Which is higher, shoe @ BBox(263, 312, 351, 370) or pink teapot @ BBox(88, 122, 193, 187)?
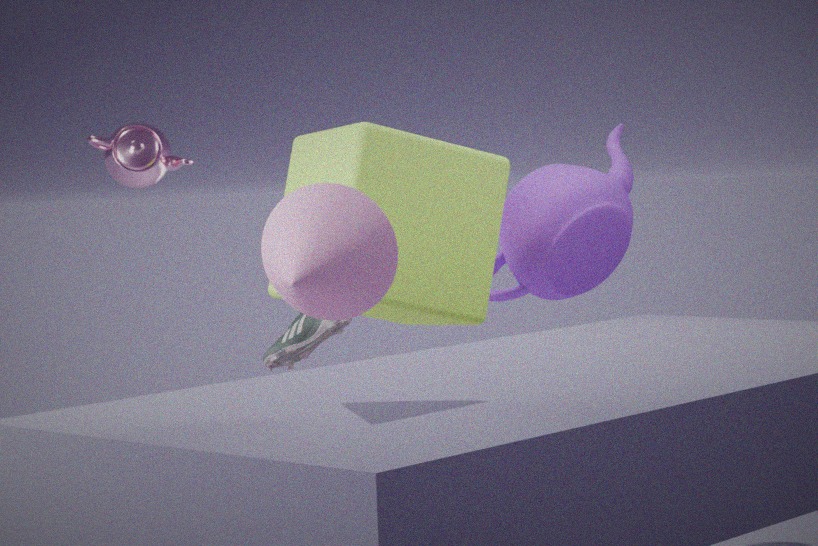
pink teapot @ BBox(88, 122, 193, 187)
